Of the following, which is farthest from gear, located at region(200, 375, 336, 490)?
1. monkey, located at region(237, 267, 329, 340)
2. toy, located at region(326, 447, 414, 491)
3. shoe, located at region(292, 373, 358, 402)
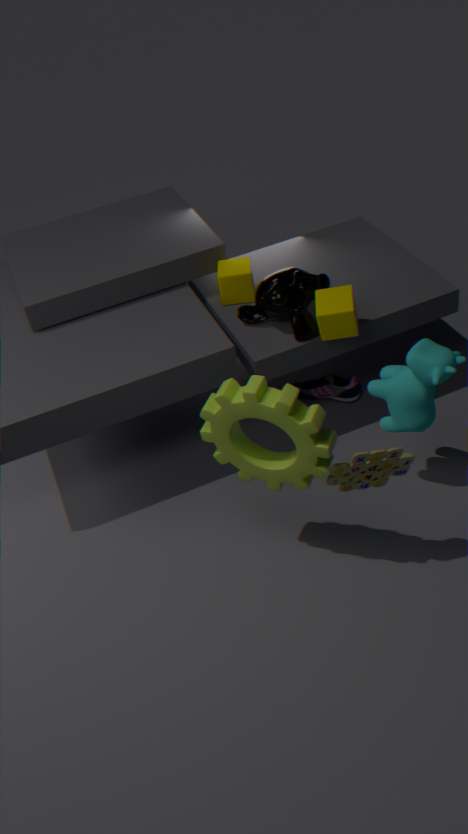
shoe, located at region(292, 373, 358, 402)
